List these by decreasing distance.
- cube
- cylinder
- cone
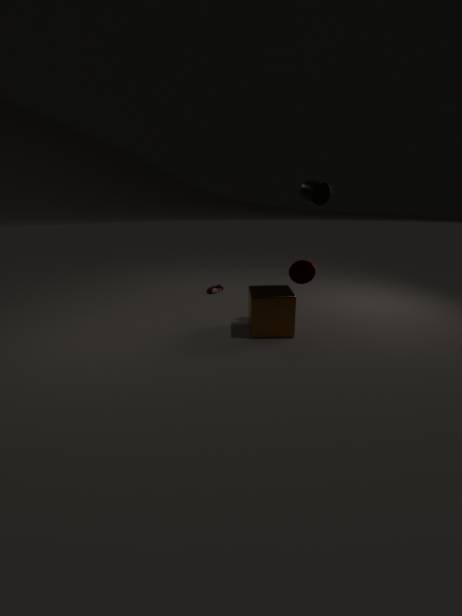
cone, cube, cylinder
